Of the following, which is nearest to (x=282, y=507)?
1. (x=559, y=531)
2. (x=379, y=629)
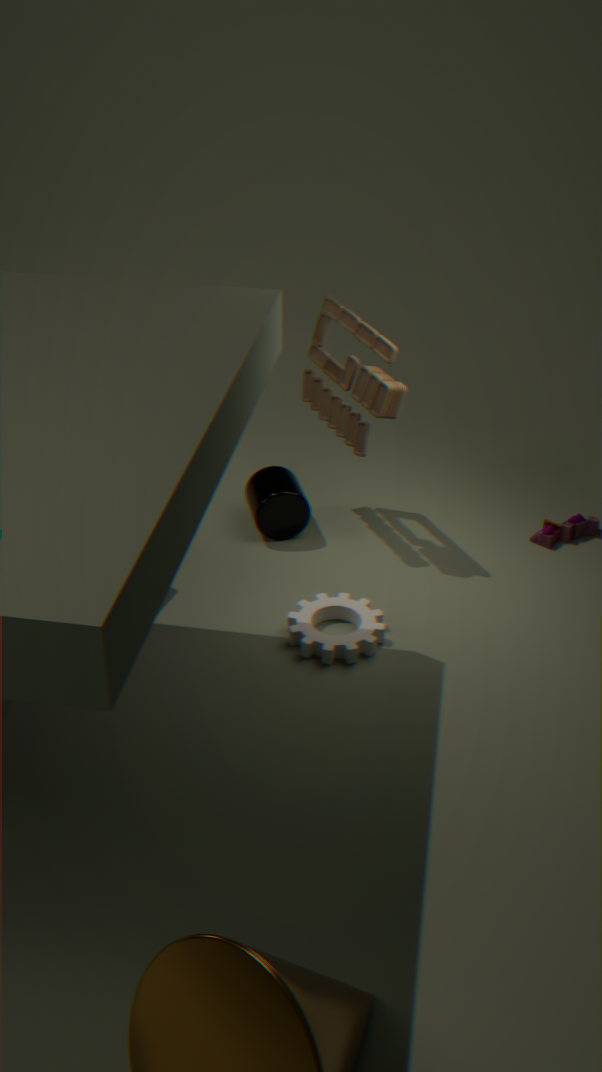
(x=379, y=629)
